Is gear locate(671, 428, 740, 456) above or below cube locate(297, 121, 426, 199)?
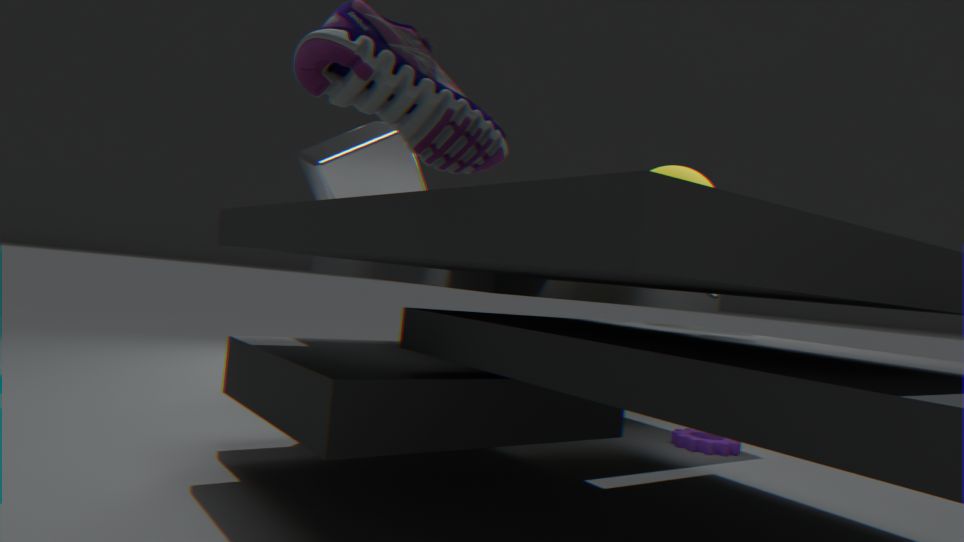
below
